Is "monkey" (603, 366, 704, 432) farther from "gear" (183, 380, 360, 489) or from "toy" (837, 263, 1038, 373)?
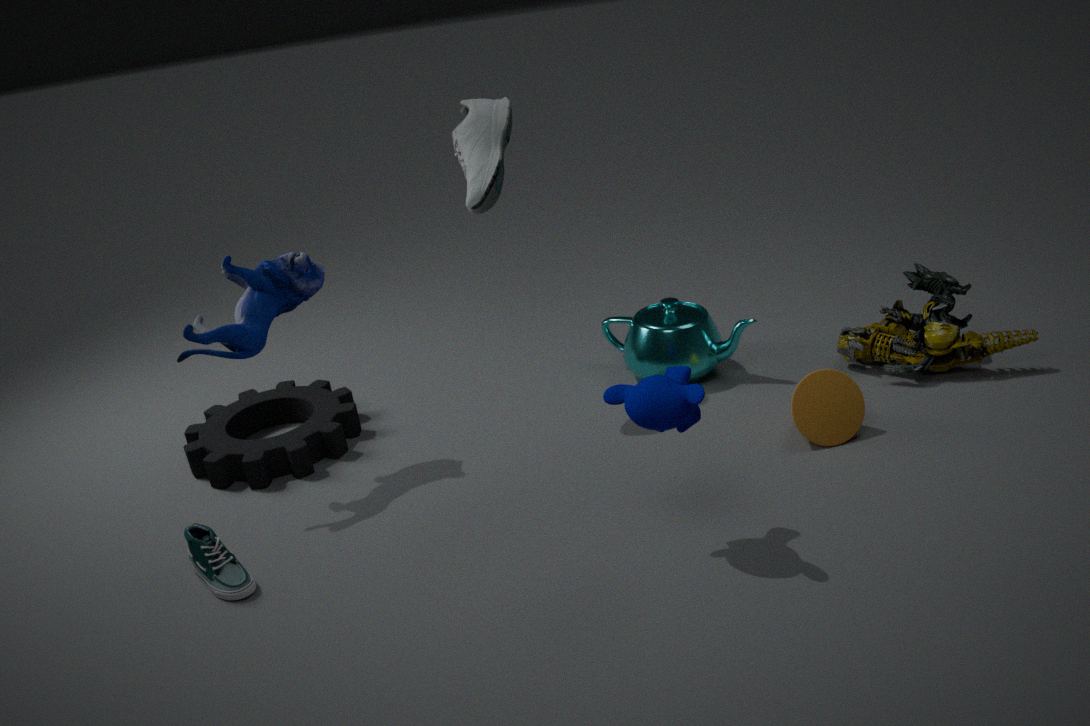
"gear" (183, 380, 360, 489)
